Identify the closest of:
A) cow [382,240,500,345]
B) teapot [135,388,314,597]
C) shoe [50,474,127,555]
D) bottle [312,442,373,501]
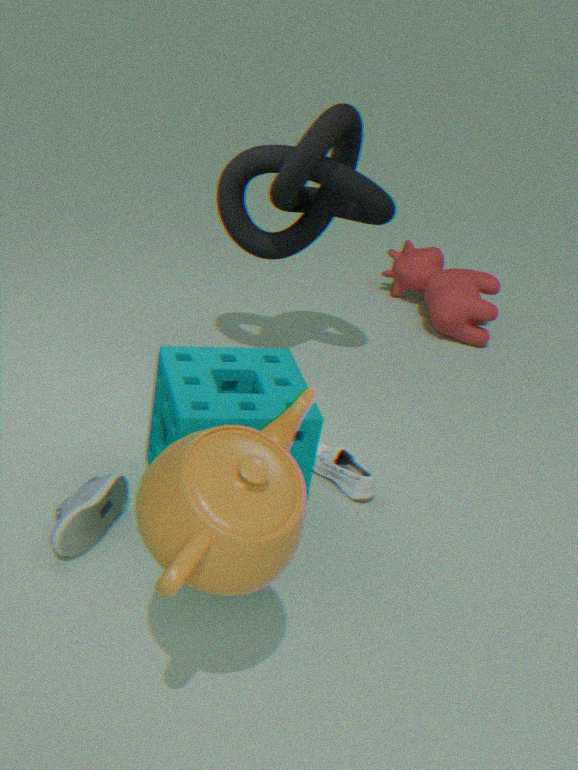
teapot [135,388,314,597]
